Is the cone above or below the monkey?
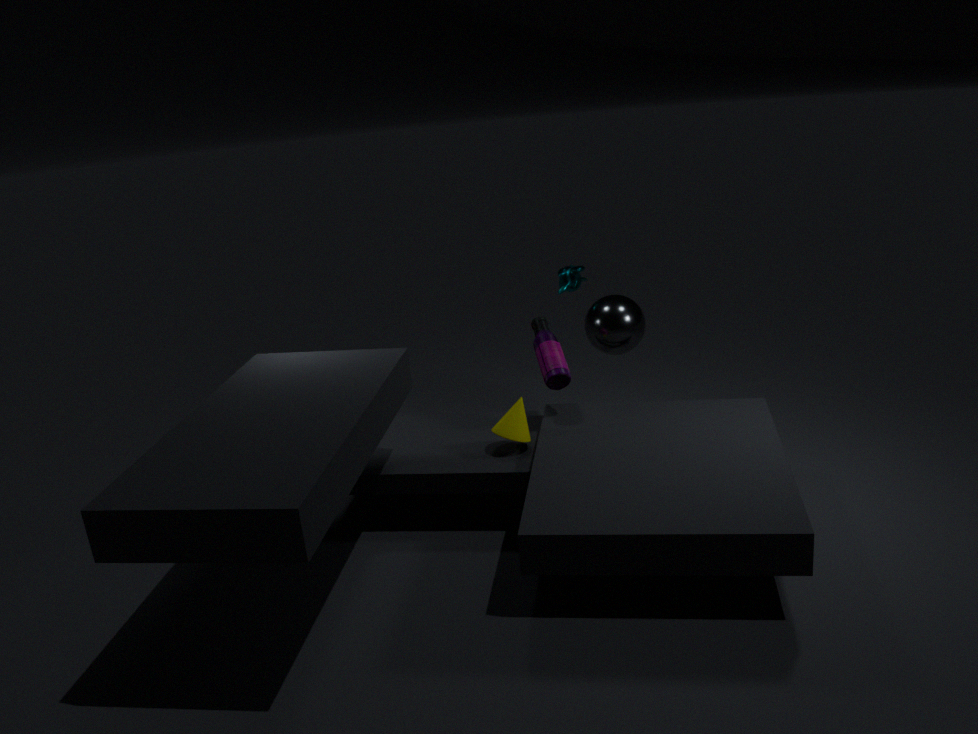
below
